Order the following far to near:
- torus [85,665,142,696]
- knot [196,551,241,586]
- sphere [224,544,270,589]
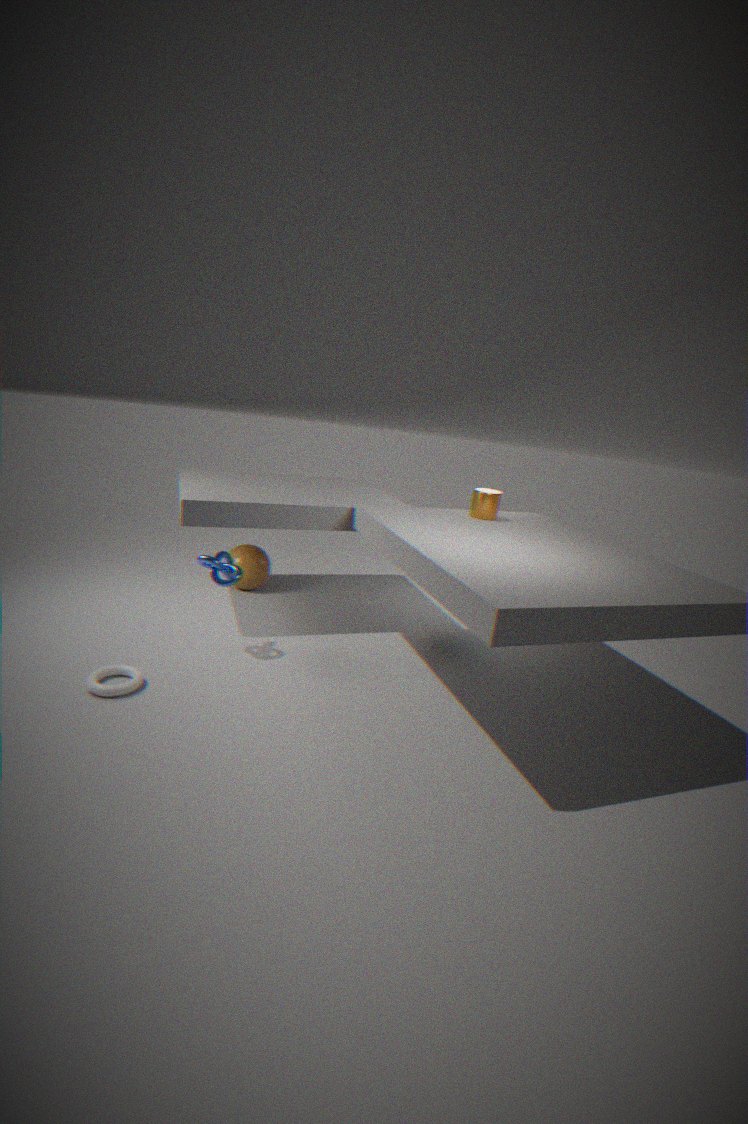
sphere [224,544,270,589]
knot [196,551,241,586]
torus [85,665,142,696]
